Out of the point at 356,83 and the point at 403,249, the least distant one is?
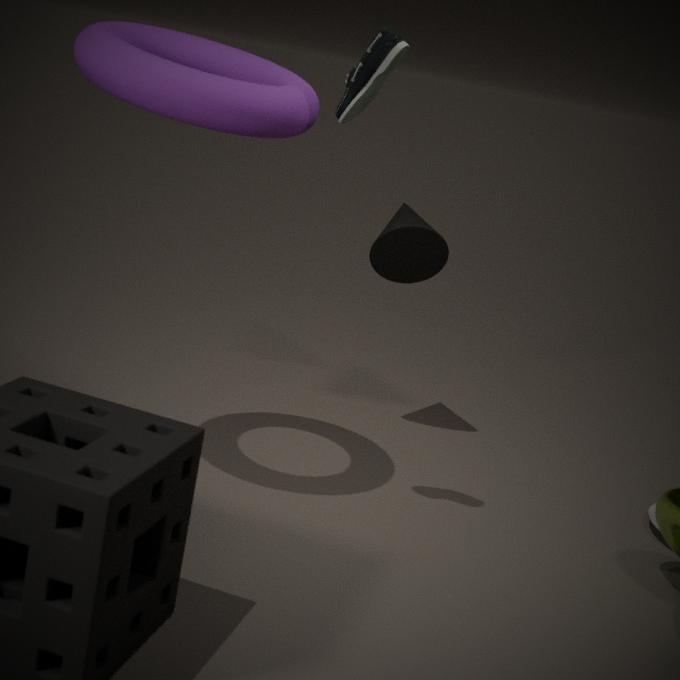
the point at 356,83
